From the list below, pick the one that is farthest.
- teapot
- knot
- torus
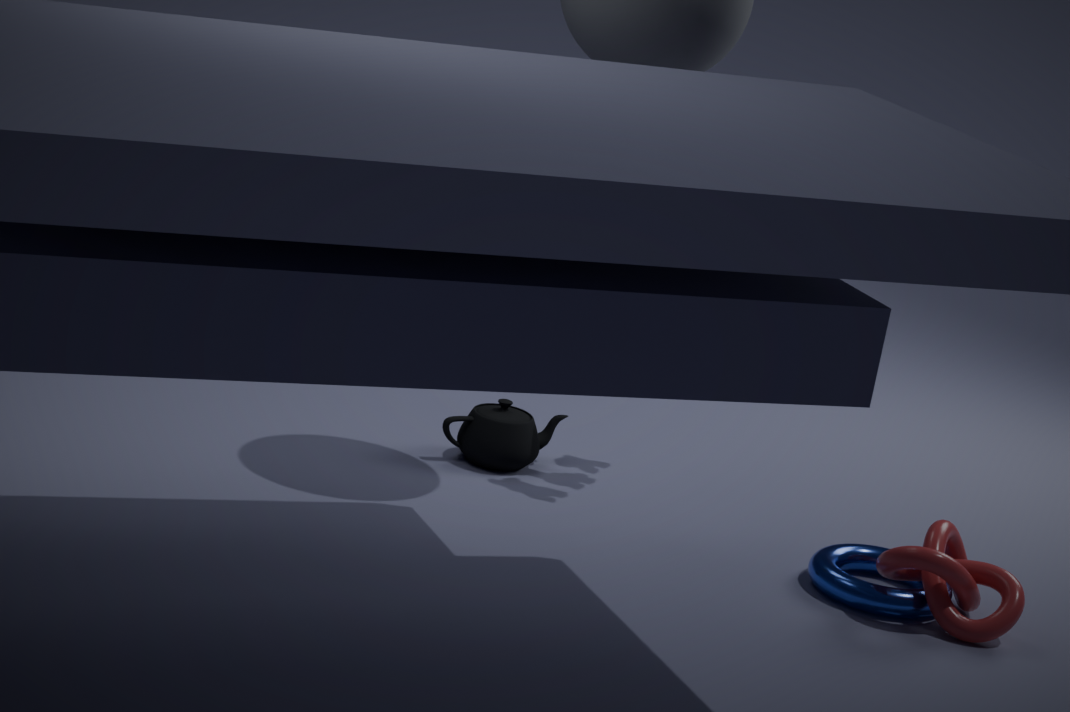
teapot
